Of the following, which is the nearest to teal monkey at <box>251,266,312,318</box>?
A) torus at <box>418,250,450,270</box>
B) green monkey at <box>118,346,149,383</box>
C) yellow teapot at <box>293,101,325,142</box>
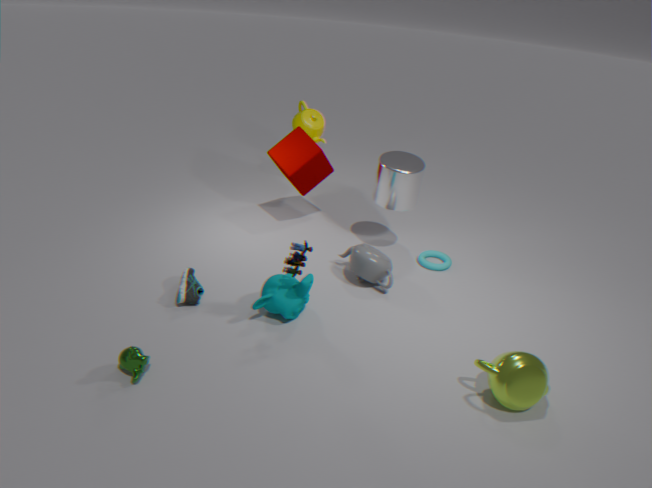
green monkey at <box>118,346,149,383</box>
